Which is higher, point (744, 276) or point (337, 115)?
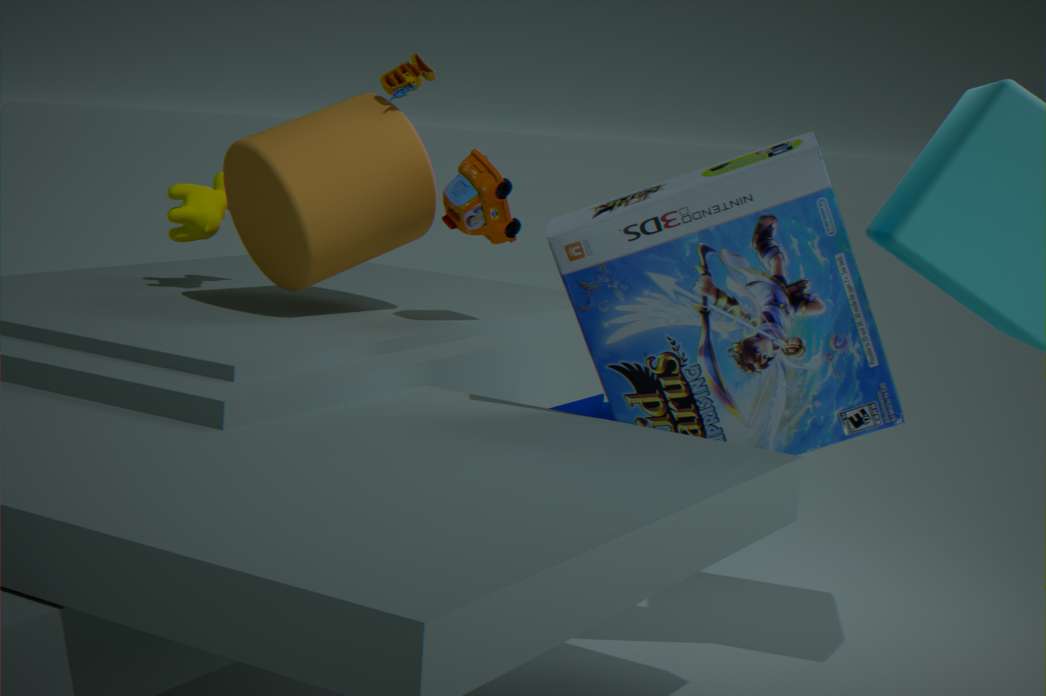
point (337, 115)
